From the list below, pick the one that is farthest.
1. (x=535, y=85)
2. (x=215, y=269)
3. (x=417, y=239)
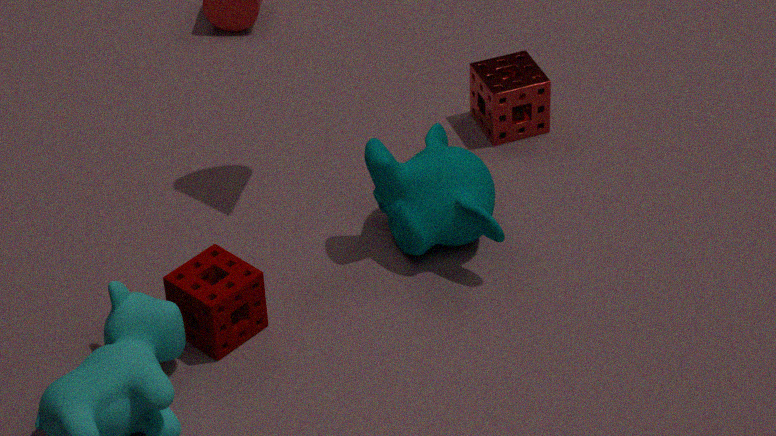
(x=535, y=85)
